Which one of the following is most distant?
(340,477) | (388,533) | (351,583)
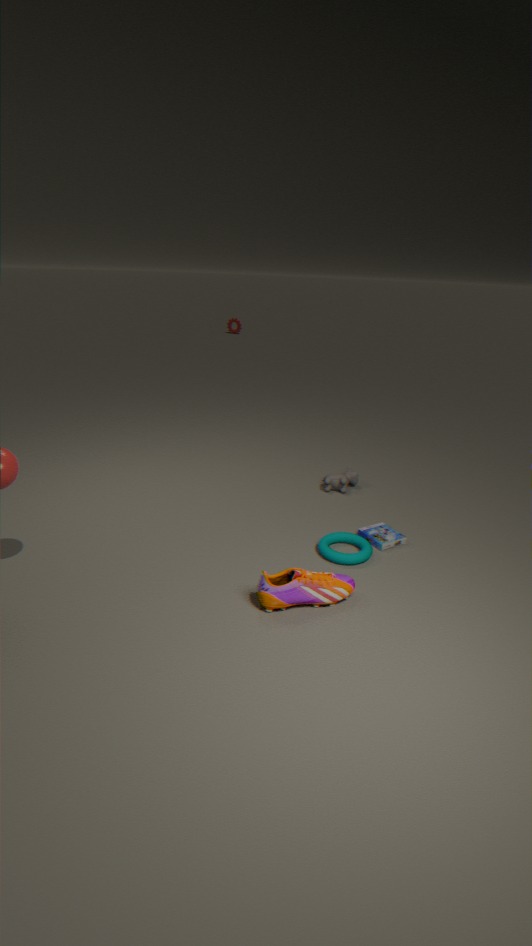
(340,477)
